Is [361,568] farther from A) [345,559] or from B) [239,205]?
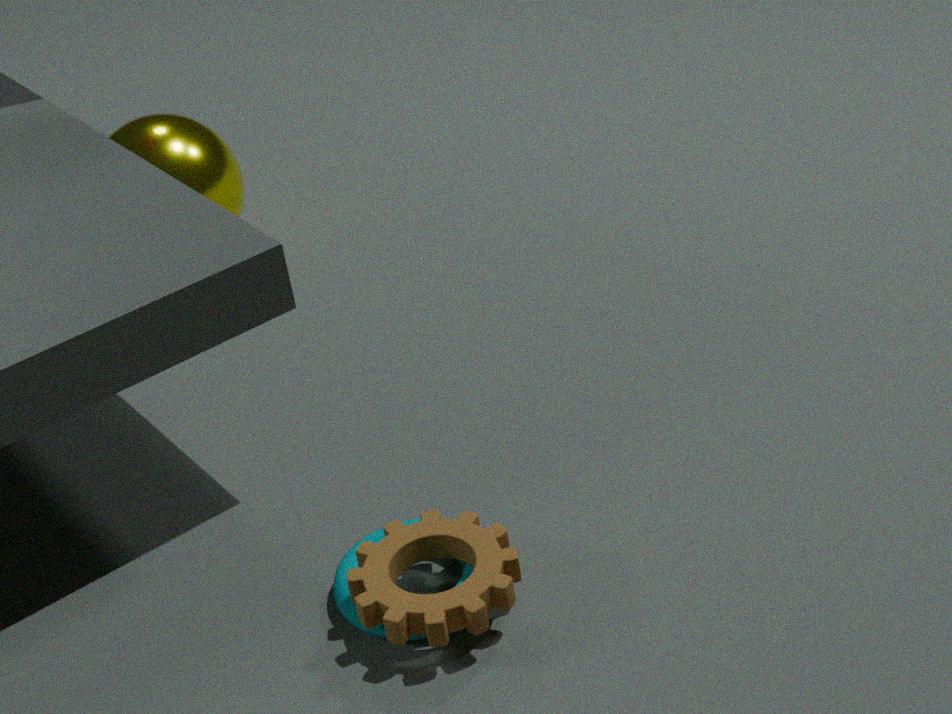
B) [239,205]
